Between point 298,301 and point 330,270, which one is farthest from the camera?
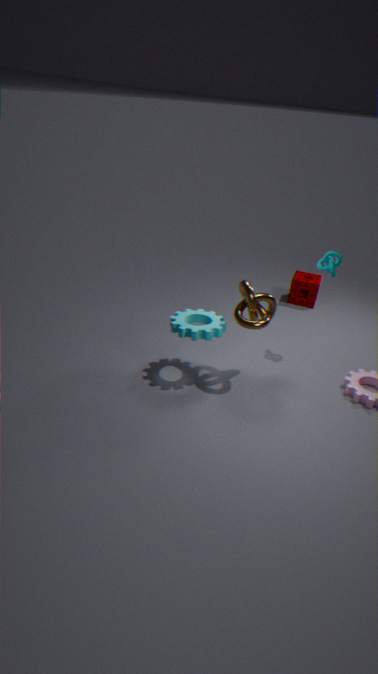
point 298,301
